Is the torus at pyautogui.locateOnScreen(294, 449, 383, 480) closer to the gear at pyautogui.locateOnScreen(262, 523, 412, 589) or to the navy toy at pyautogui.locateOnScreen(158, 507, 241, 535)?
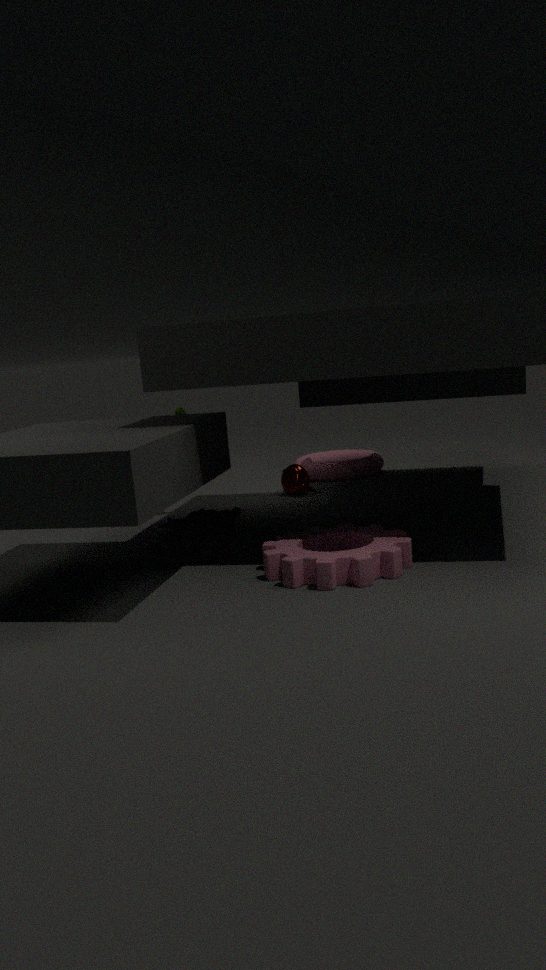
the navy toy at pyautogui.locateOnScreen(158, 507, 241, 535)
